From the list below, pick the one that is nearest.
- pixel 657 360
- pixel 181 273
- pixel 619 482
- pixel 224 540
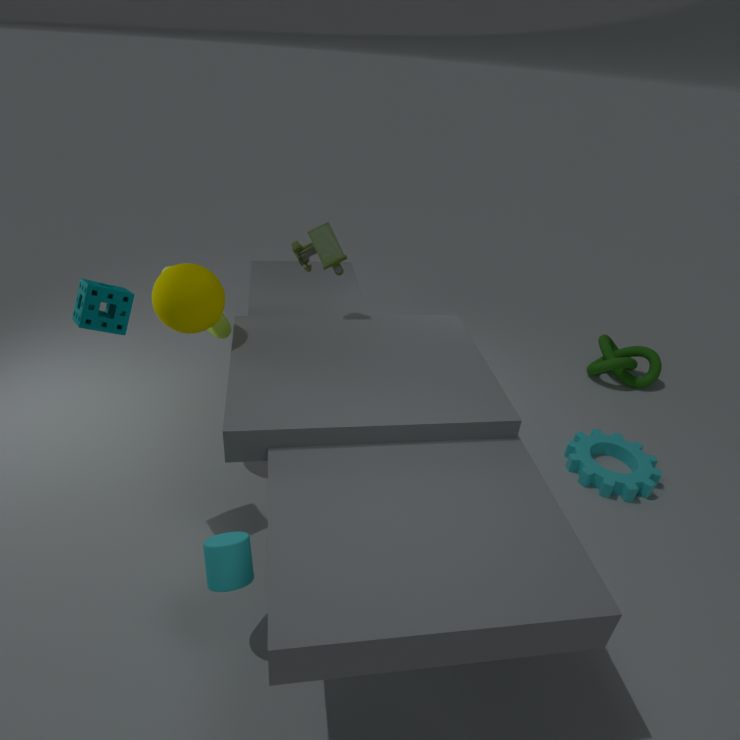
pixel 224 540
